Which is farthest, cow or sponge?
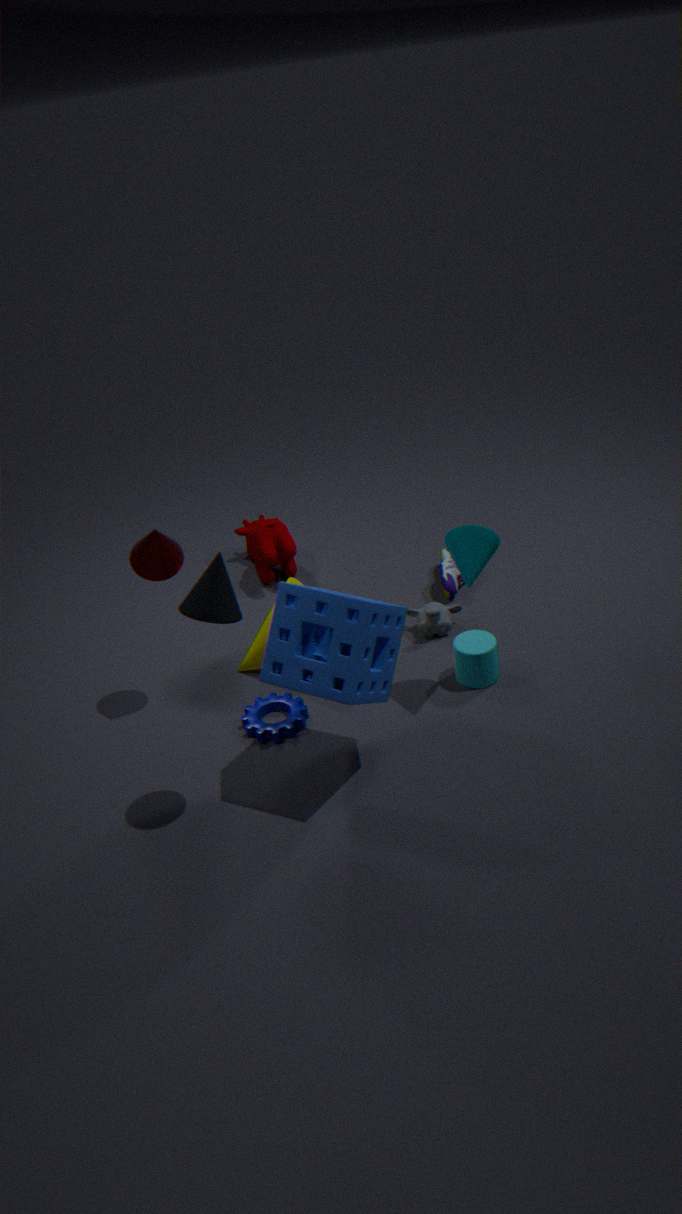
cow
